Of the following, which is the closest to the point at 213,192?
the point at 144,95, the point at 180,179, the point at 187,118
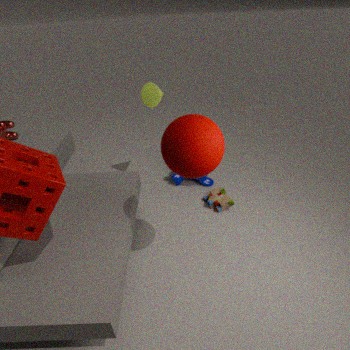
the point at 180,179
